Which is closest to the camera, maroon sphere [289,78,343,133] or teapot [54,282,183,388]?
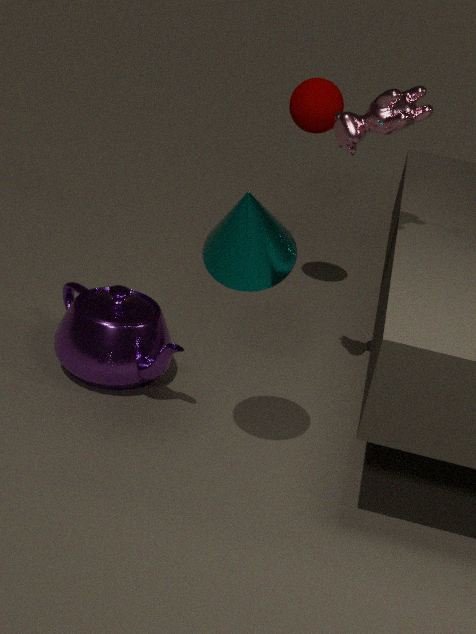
teapot [54,282,183,388]
